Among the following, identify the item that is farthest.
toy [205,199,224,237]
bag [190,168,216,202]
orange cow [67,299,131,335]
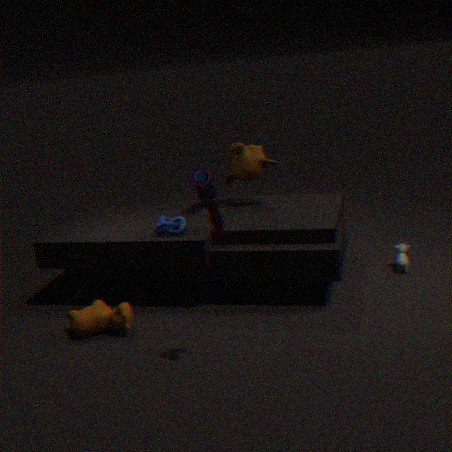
bag [190,168,216,202]
